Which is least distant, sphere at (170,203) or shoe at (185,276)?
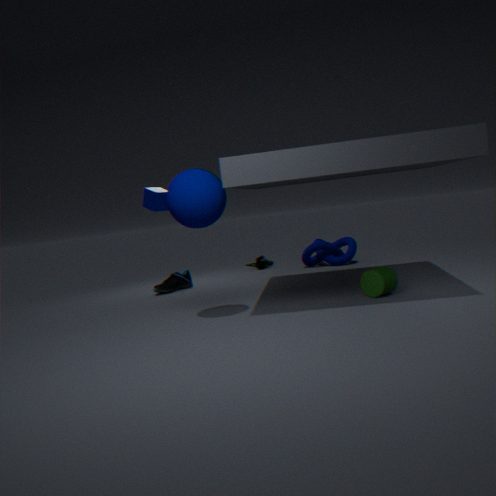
sphere at (170,203)
